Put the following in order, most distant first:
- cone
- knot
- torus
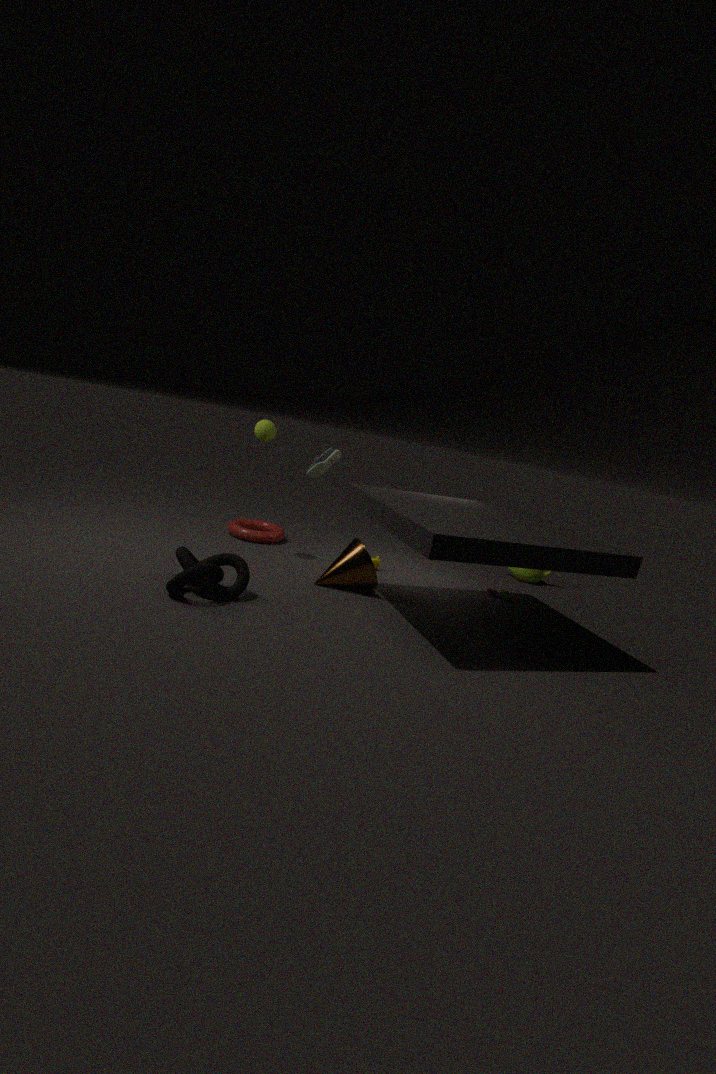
torus, cone, knot
